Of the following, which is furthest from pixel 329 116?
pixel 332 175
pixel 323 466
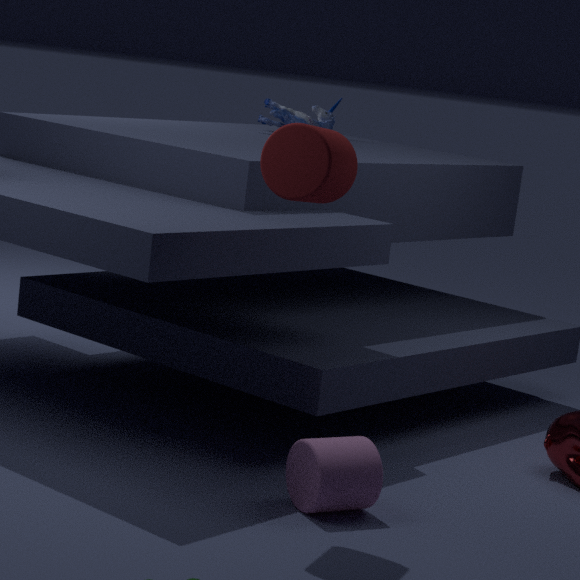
pixel 323 466
